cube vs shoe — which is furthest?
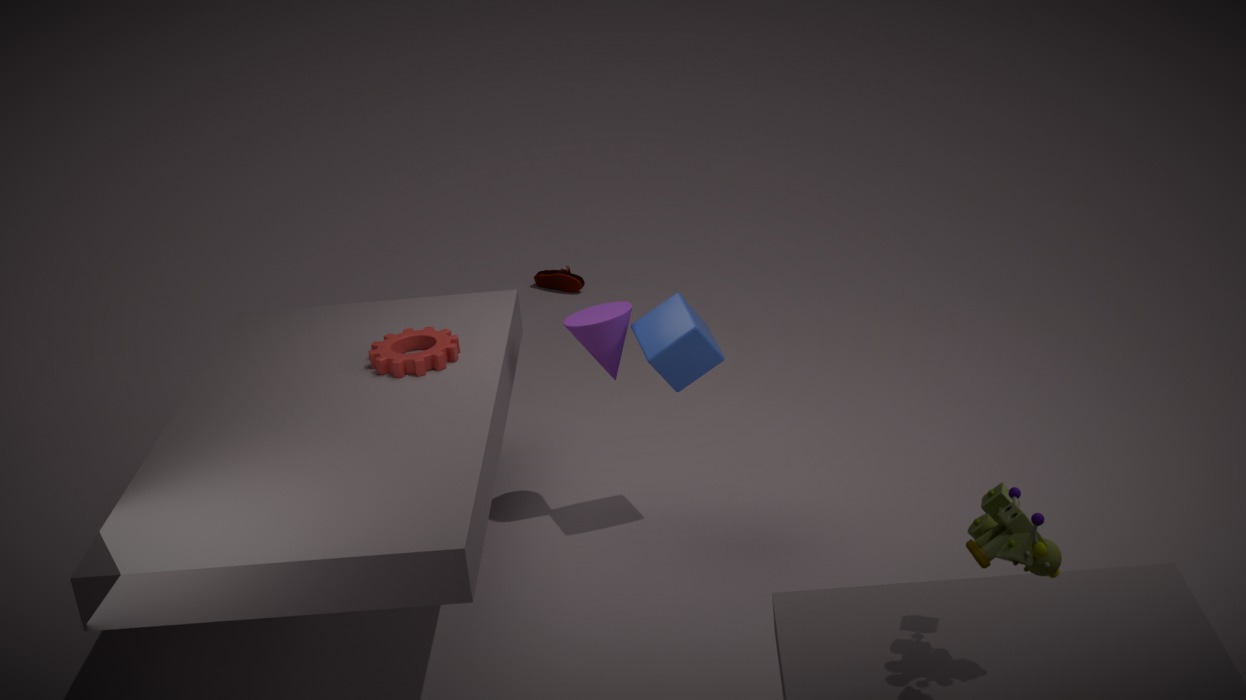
shoe
